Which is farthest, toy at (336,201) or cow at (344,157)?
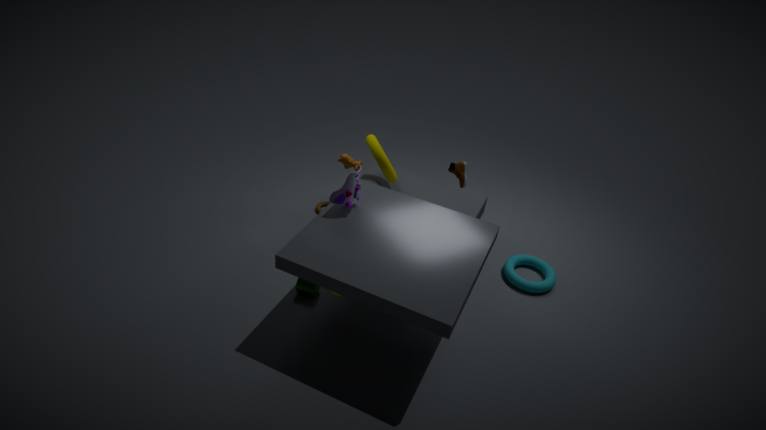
cow at (344,157)
